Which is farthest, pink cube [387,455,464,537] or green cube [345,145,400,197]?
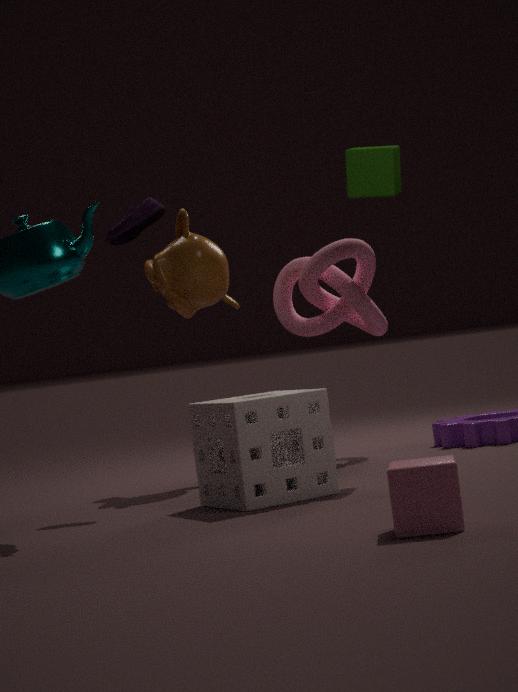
green cube [345,145,400,197]
